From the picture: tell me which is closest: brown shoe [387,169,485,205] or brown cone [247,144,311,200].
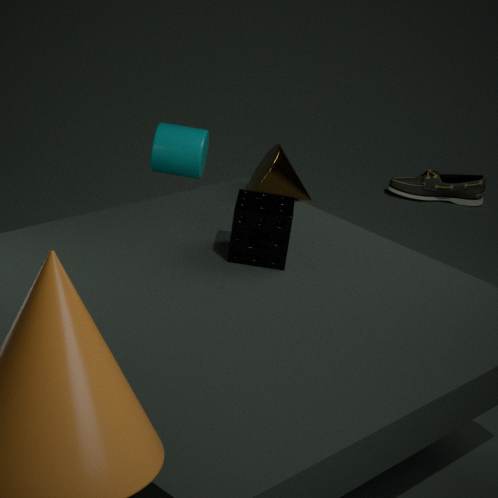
brown cone [247,144,311,200]
